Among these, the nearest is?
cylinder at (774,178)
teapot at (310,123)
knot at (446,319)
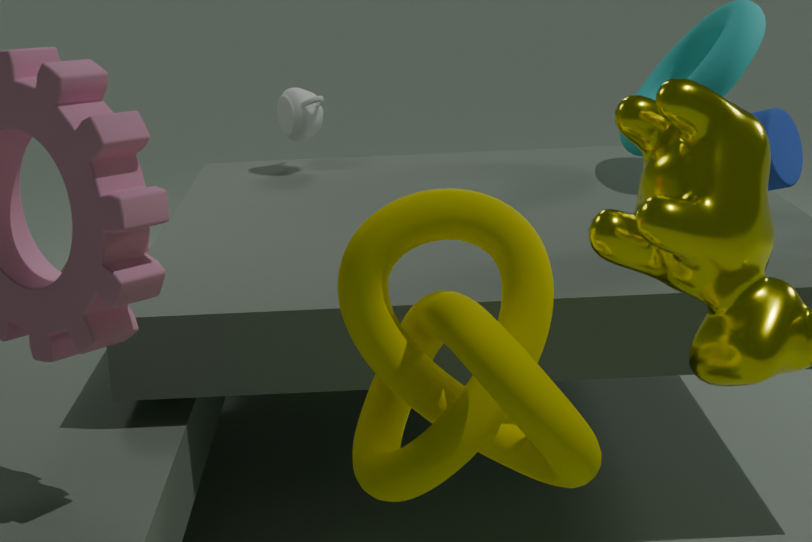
knot at (446,319)
